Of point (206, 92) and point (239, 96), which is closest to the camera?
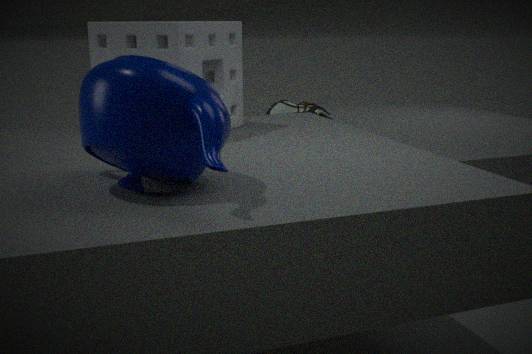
point (206, 92)
